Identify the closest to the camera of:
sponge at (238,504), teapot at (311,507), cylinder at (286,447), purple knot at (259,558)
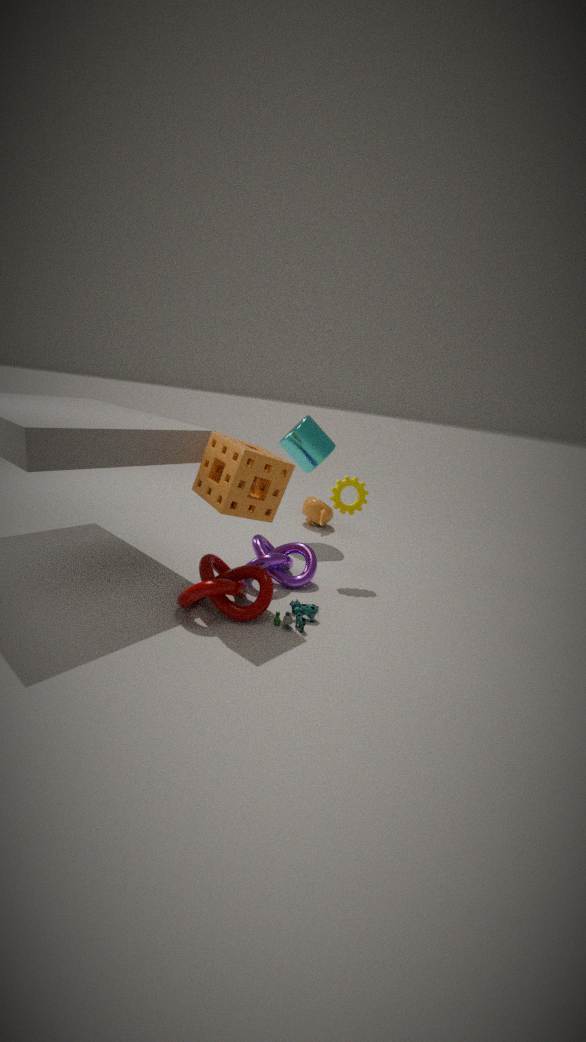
sponge at (238,504)
